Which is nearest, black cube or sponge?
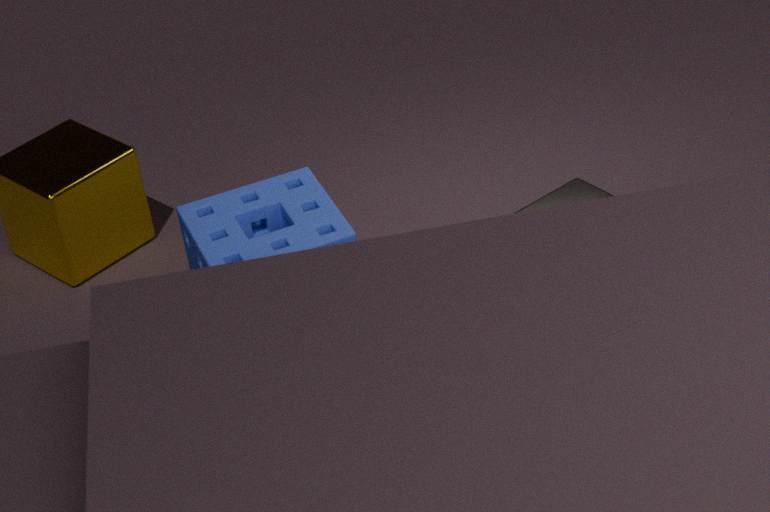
sponge
